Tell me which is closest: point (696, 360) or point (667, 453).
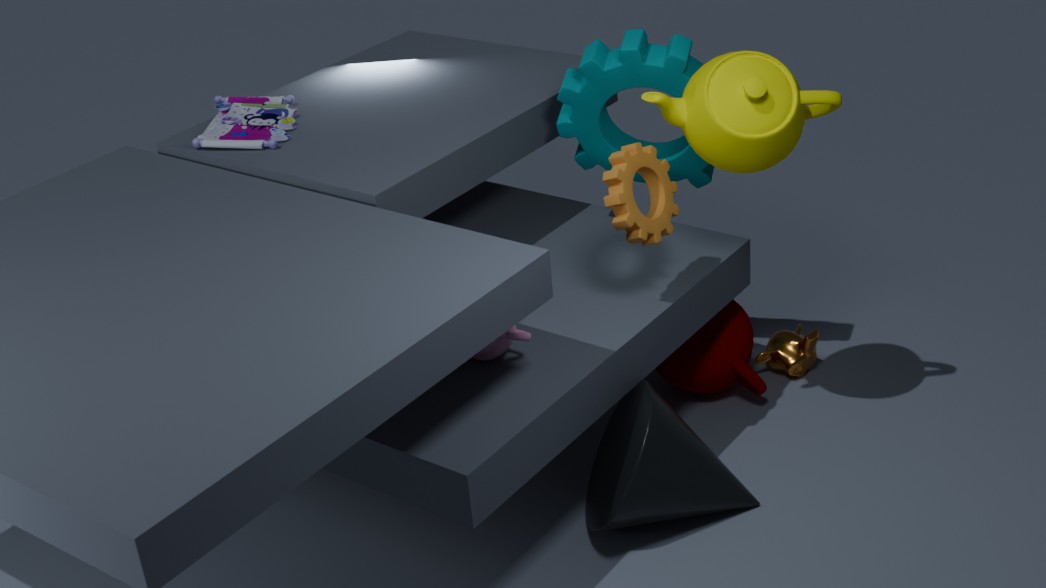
point (667, 453)
